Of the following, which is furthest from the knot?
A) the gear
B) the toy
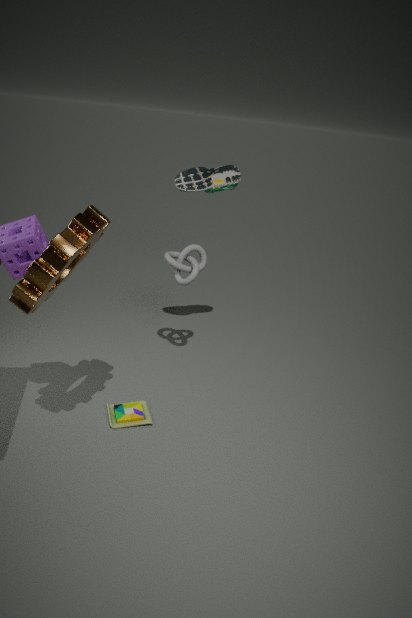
the toy
